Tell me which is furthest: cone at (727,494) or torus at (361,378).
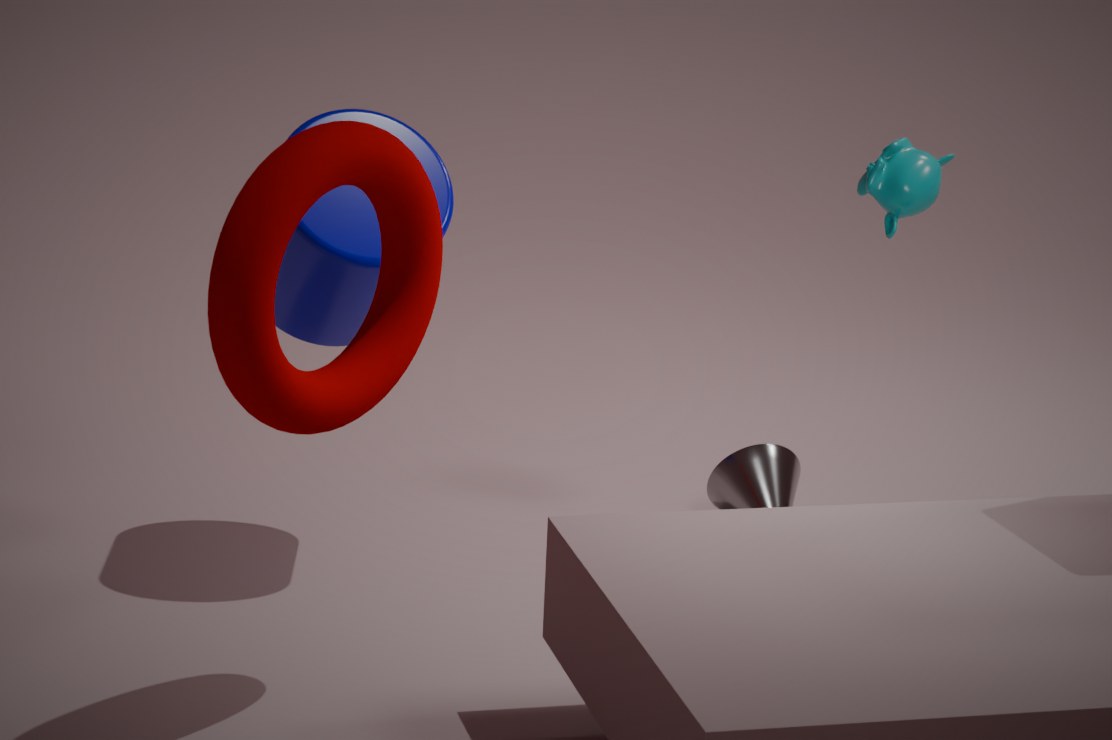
cone at (727,494)
